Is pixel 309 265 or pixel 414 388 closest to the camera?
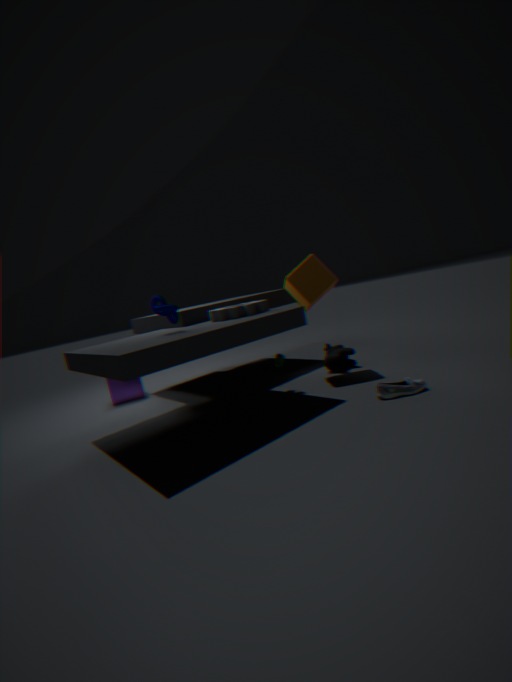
pixel 414 388
